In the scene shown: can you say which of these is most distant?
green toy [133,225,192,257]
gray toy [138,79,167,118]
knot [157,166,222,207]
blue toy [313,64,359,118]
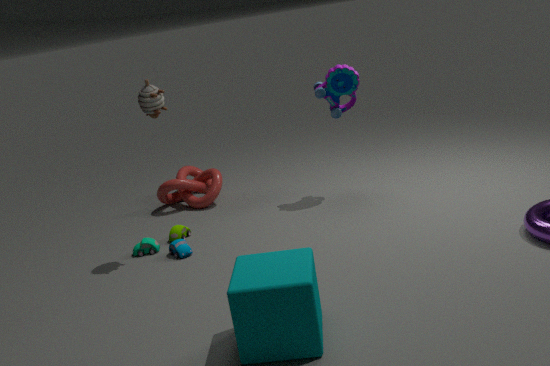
knot [157,166,222,207]
